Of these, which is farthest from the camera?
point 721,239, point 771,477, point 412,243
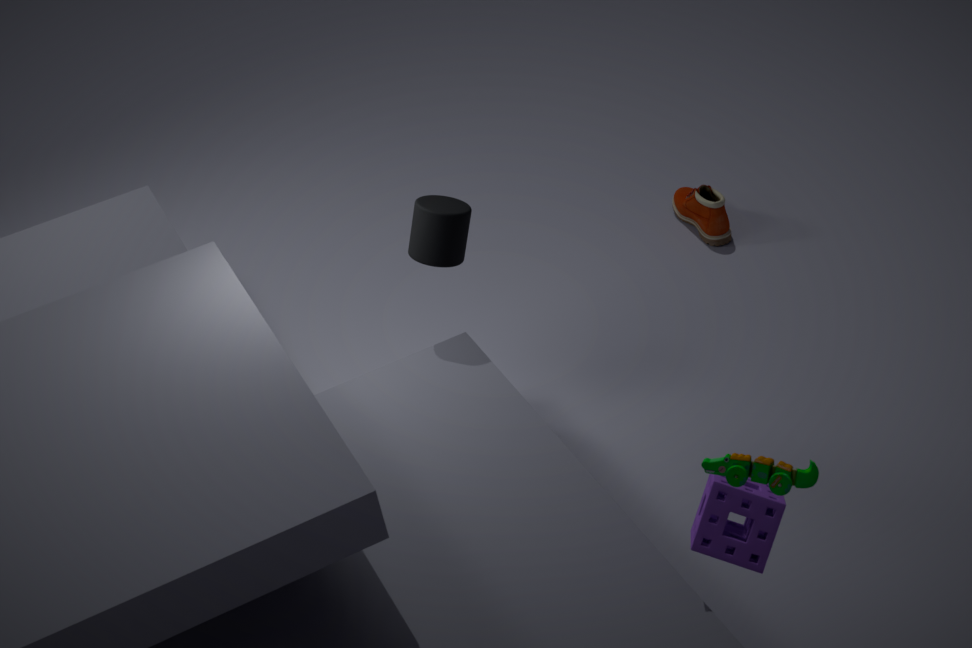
point 721,239
